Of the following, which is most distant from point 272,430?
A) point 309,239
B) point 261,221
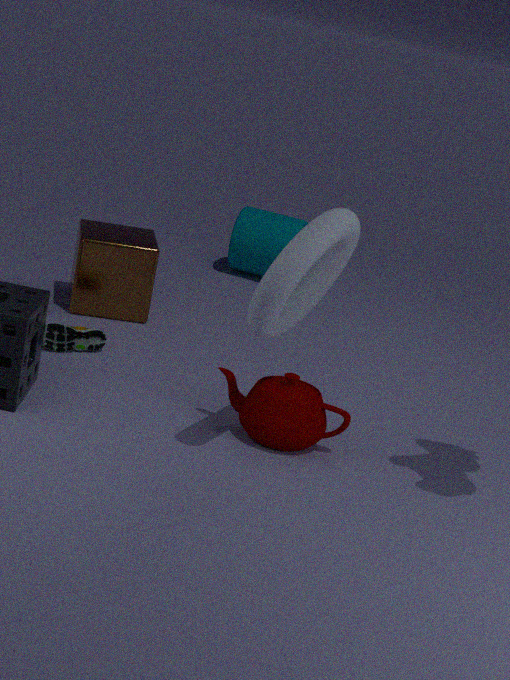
point 261,221
